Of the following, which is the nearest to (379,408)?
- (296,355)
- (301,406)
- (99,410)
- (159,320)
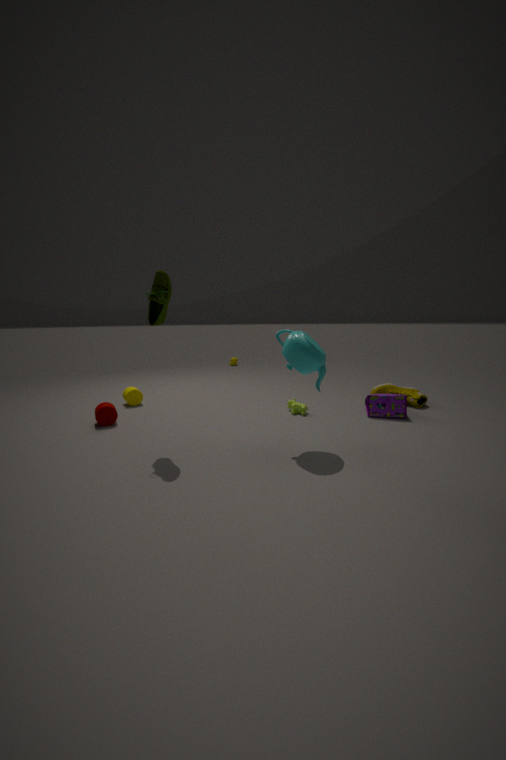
(301,406)
